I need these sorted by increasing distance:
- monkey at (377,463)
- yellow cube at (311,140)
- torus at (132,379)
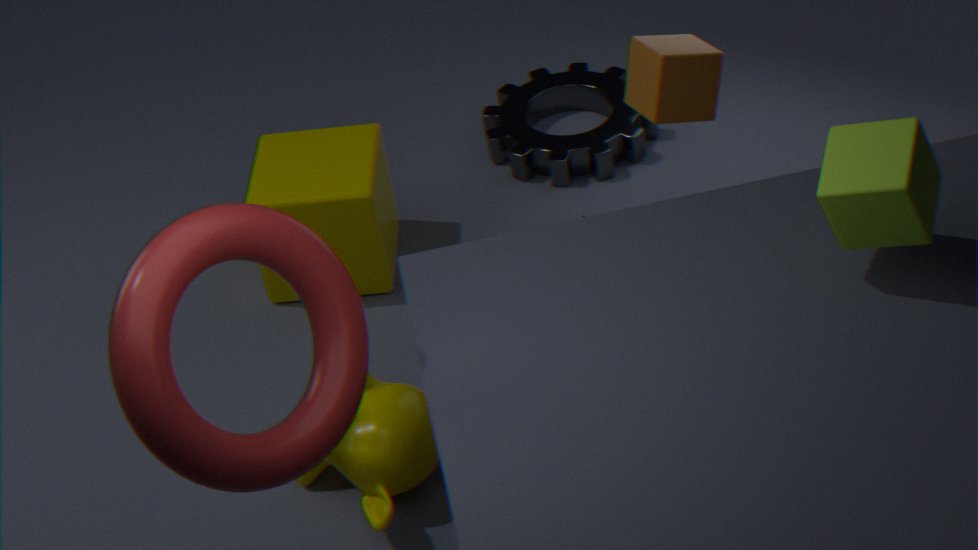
torus at (132,379) → monkey at (377,463) → yellow cube at (311,140)
